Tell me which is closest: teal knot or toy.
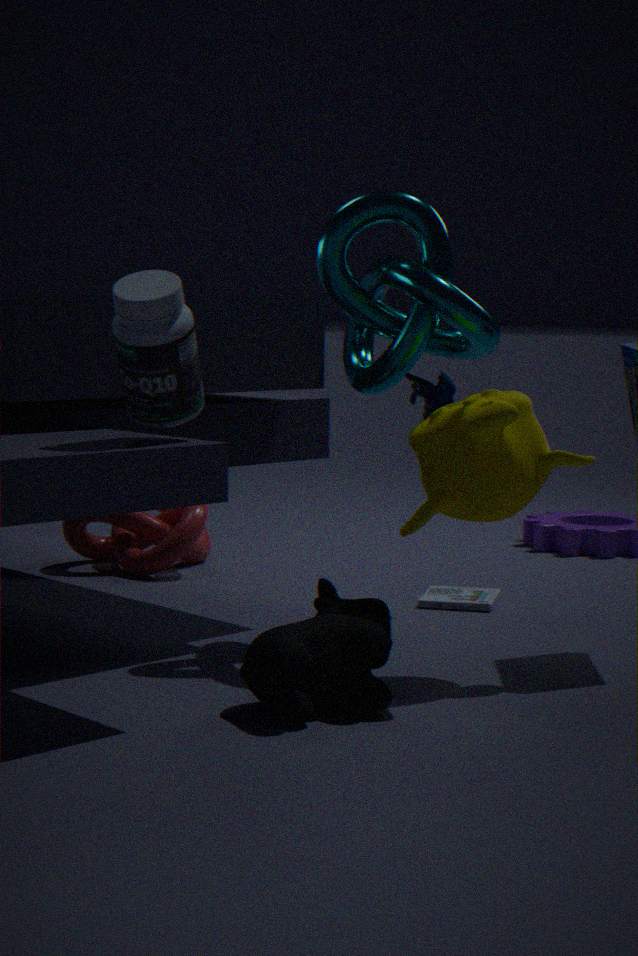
teal knot
